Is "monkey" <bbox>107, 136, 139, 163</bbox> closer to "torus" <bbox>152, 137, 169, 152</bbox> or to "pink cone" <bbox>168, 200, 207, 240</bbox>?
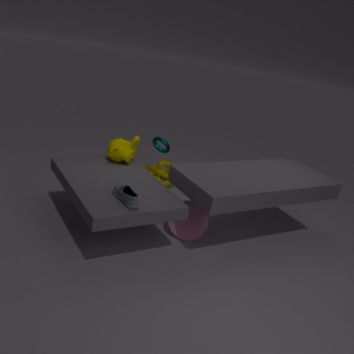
"torus" <bbox>152, 137, 169, 152</bbox>
